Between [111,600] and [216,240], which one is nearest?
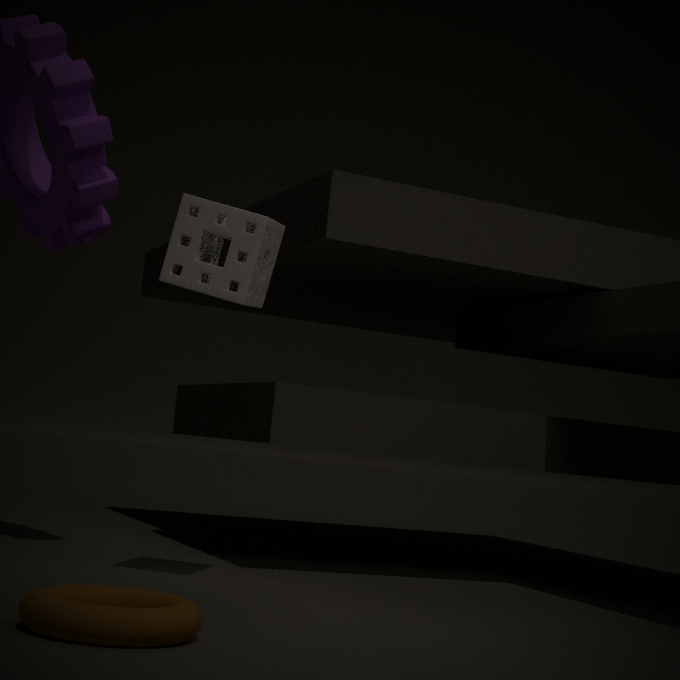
[111,600]
